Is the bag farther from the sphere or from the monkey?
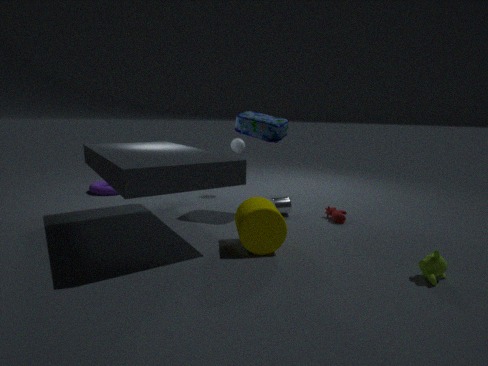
the monkey
